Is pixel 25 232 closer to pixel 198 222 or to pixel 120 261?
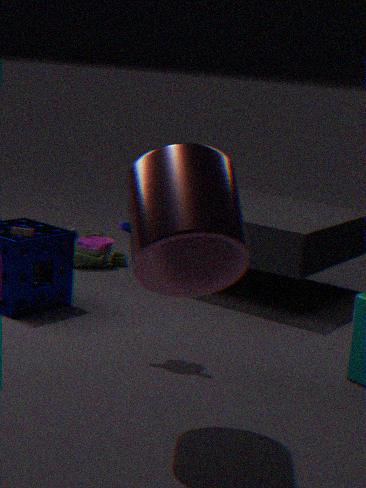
pixel 120 261
